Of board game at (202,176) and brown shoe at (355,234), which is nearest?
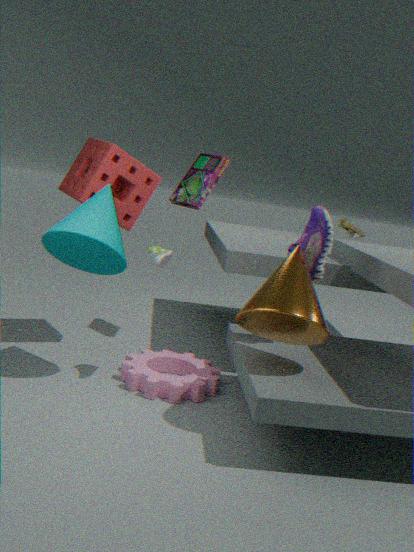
board game at (202,176)
